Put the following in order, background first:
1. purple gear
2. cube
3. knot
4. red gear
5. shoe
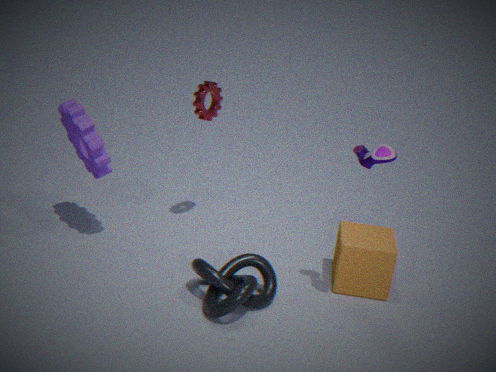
1. red gear
2. purple gear
3. cube
4. knot
5. shoe
